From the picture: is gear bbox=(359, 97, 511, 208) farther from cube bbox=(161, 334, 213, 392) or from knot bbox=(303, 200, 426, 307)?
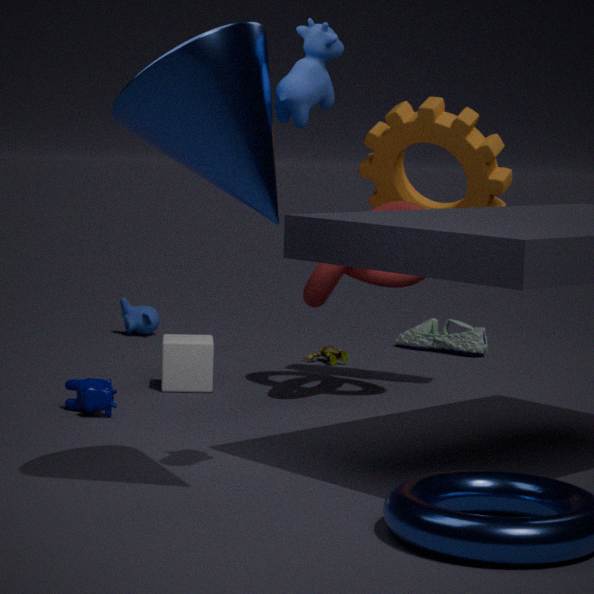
cube bbox=(161, 334, 213, 392)
